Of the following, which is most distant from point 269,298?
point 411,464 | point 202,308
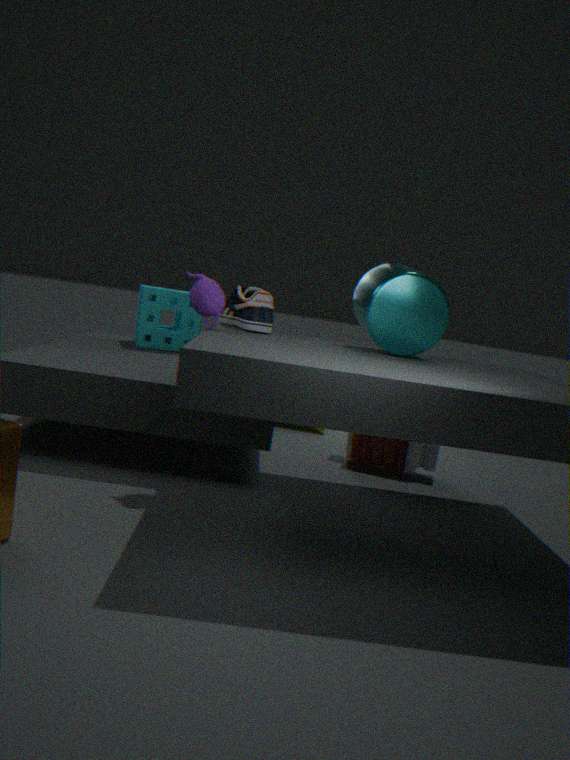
point 411,464
